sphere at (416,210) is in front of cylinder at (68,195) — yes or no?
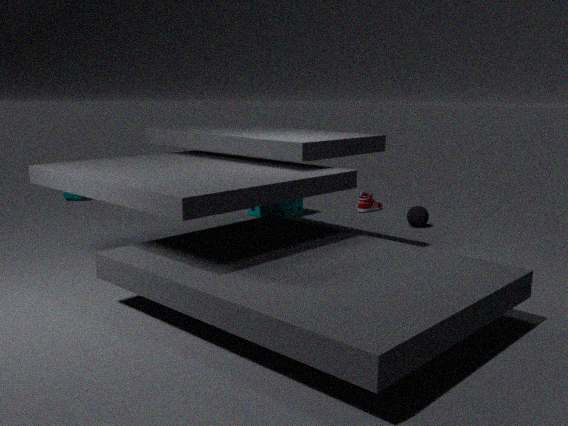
Yes
